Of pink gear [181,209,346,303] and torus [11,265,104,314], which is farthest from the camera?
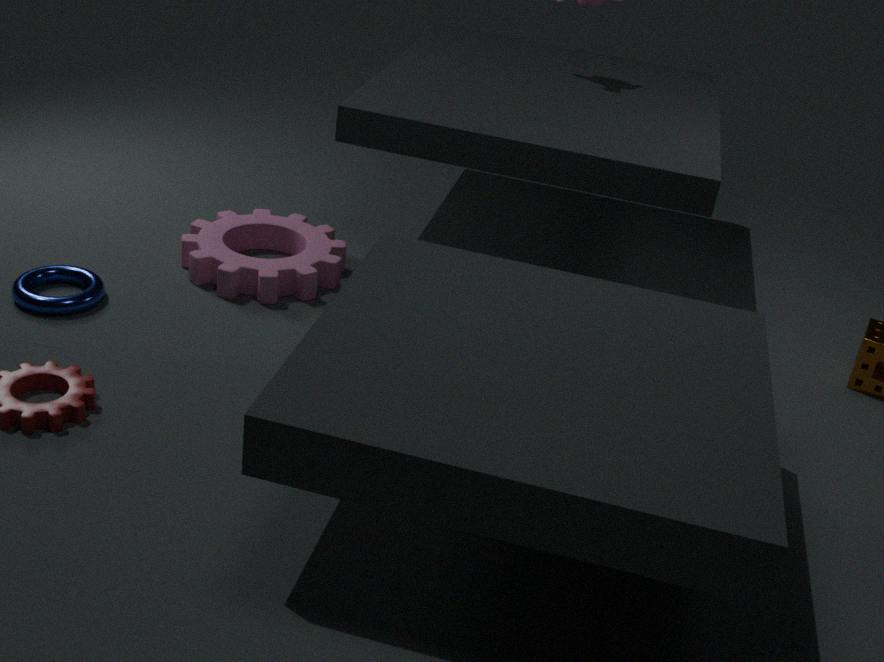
pink gear [181,209,346,303]
